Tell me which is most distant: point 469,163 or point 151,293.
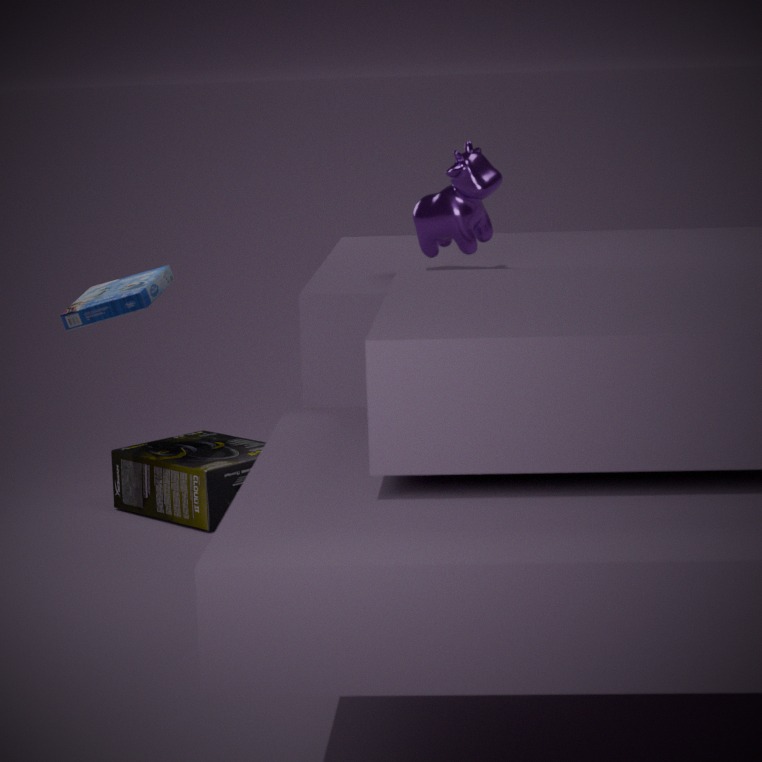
point 151,293
